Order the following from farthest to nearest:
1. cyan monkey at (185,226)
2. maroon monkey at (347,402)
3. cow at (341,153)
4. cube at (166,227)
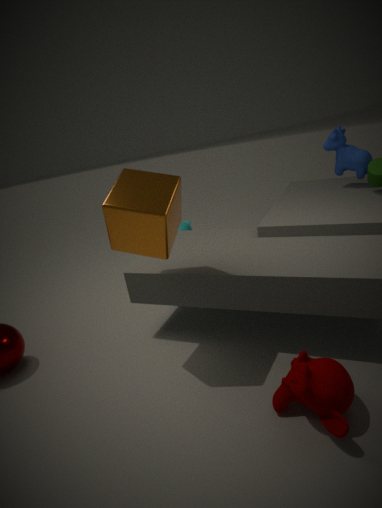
cyan monkey at (185,226) < cow at (341,153) < cube at (166,227) < maroon monkey at (347,402)
